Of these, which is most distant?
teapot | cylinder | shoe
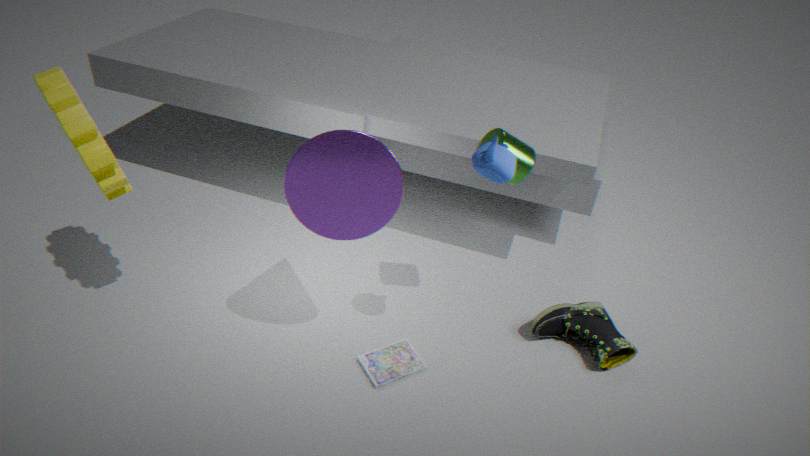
shoe
